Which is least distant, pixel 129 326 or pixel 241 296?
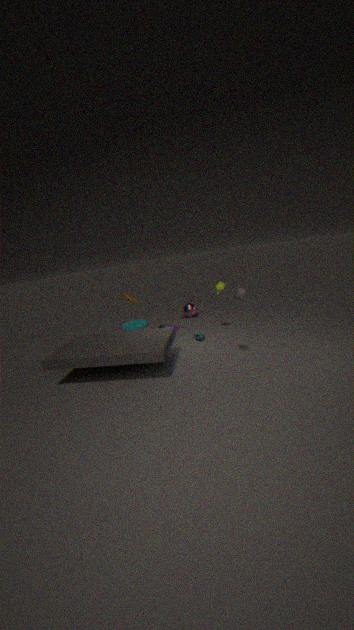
pixel 241 296
